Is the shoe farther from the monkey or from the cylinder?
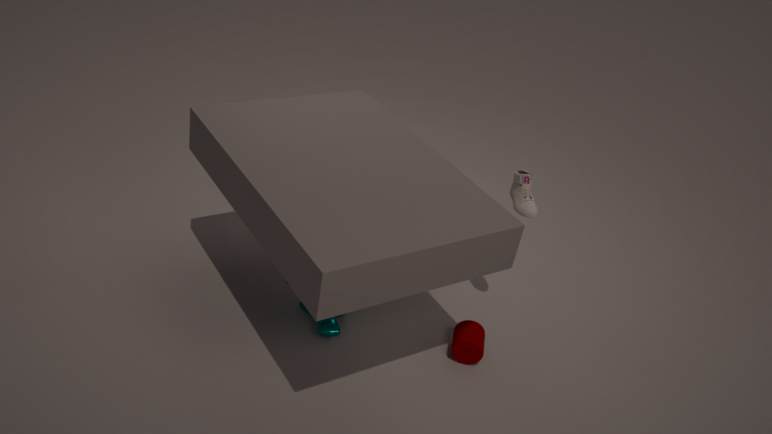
the monkey
